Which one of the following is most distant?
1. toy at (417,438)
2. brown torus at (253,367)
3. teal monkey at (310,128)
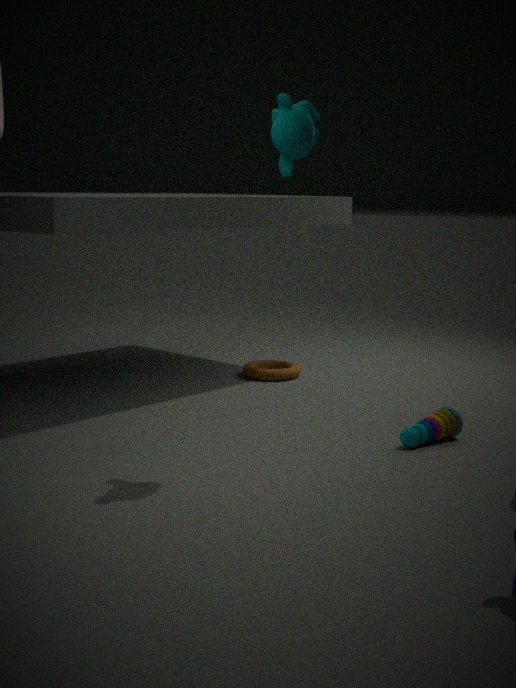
brown torus at (253,367)
